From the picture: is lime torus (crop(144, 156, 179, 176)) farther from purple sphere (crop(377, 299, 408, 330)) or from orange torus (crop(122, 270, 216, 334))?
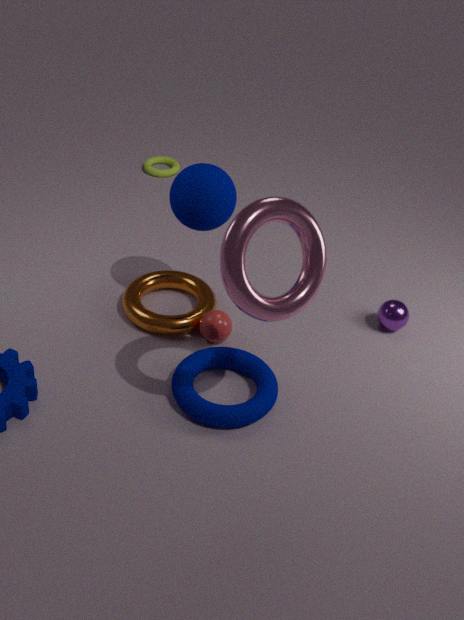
purple sphere (crop(377, 299, 408, 330))
